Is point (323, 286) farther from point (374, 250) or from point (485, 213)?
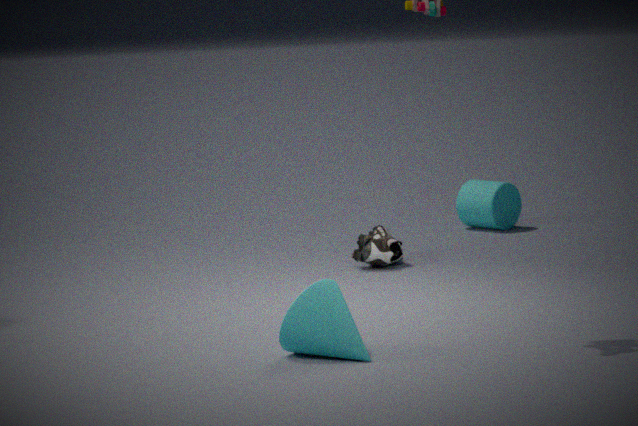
point (485, 213)
